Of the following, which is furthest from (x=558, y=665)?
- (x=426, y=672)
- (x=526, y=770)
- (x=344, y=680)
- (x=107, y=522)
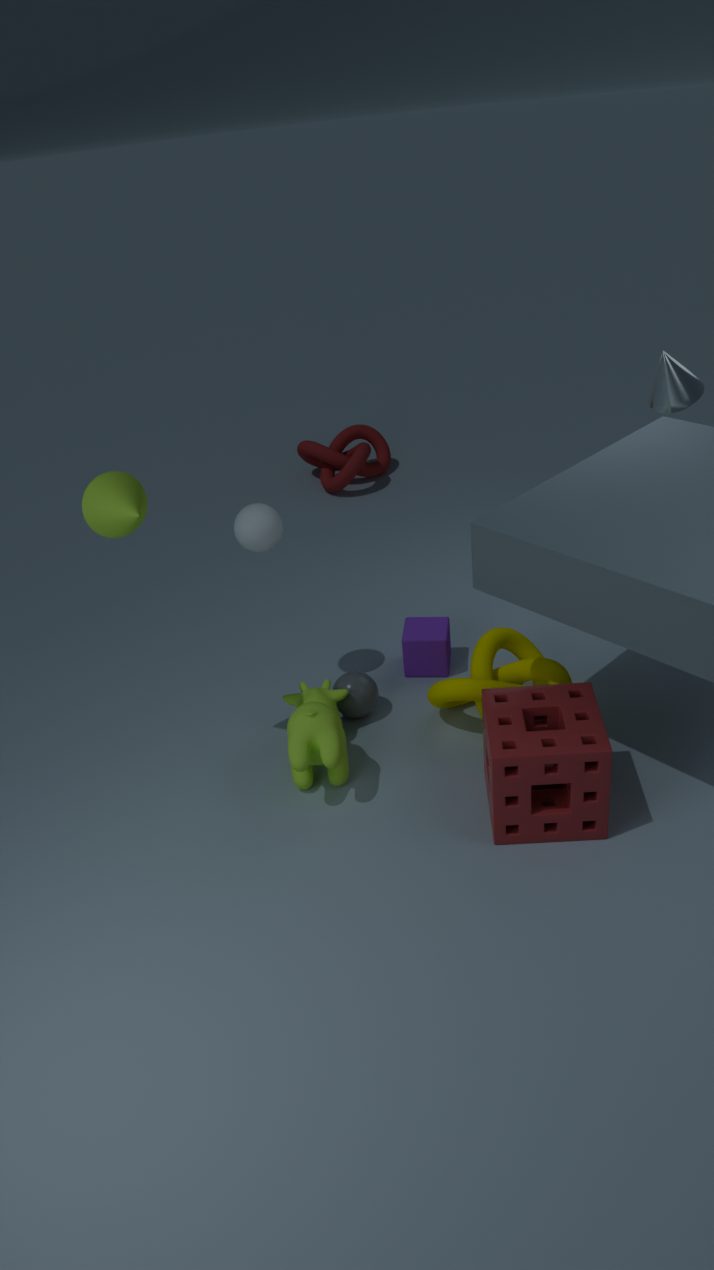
(x=107, y=522)
